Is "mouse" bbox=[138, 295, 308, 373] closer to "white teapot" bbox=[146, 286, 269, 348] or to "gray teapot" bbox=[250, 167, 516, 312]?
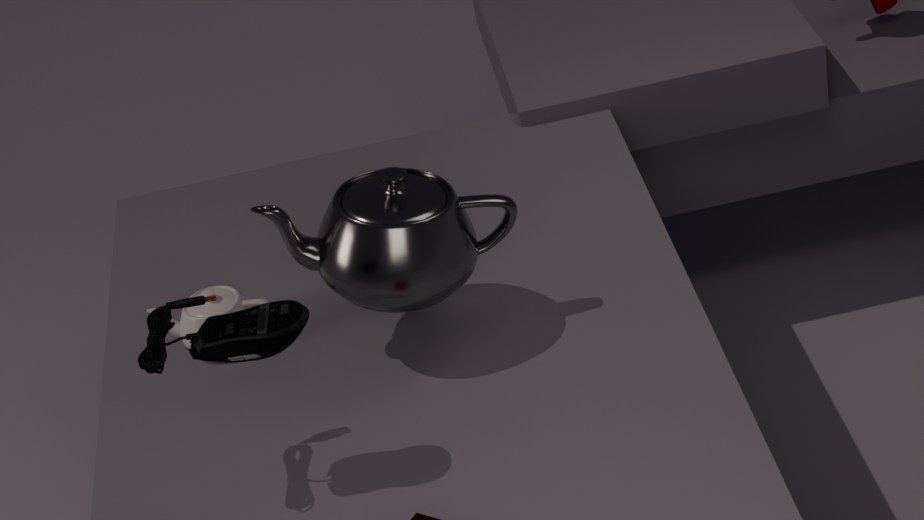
"gray teapot" bbox=[250, 167, 516, 312]
